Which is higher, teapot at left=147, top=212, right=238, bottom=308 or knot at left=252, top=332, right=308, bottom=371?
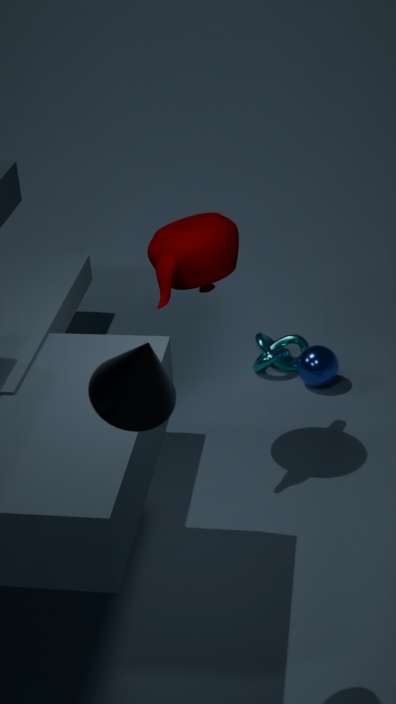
teapot at left=147, top=212, right=238, bottom=308
